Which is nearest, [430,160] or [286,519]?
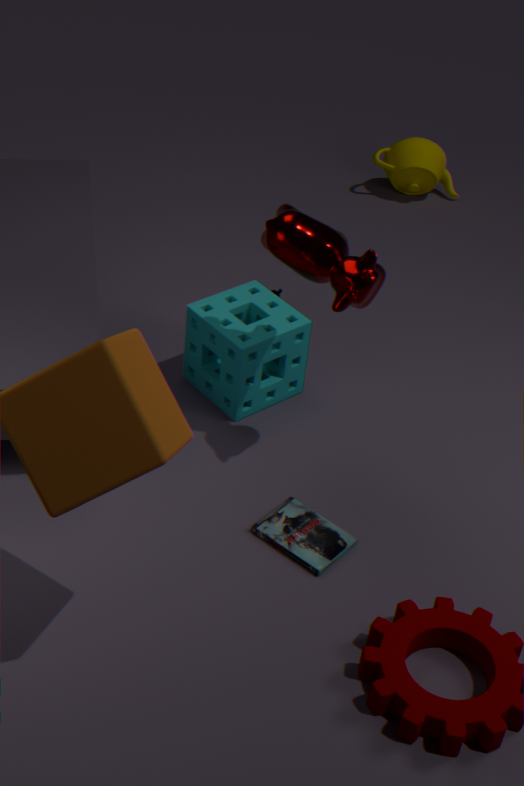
[286,519]
